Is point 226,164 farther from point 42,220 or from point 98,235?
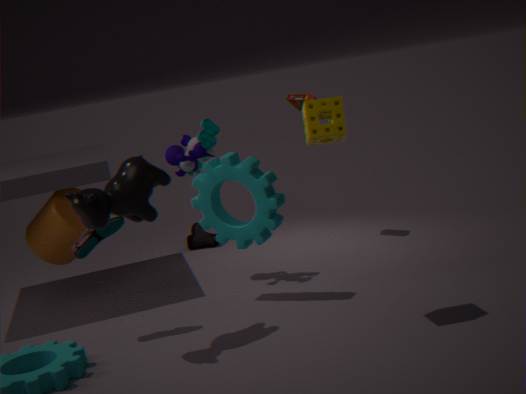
point 42,220
